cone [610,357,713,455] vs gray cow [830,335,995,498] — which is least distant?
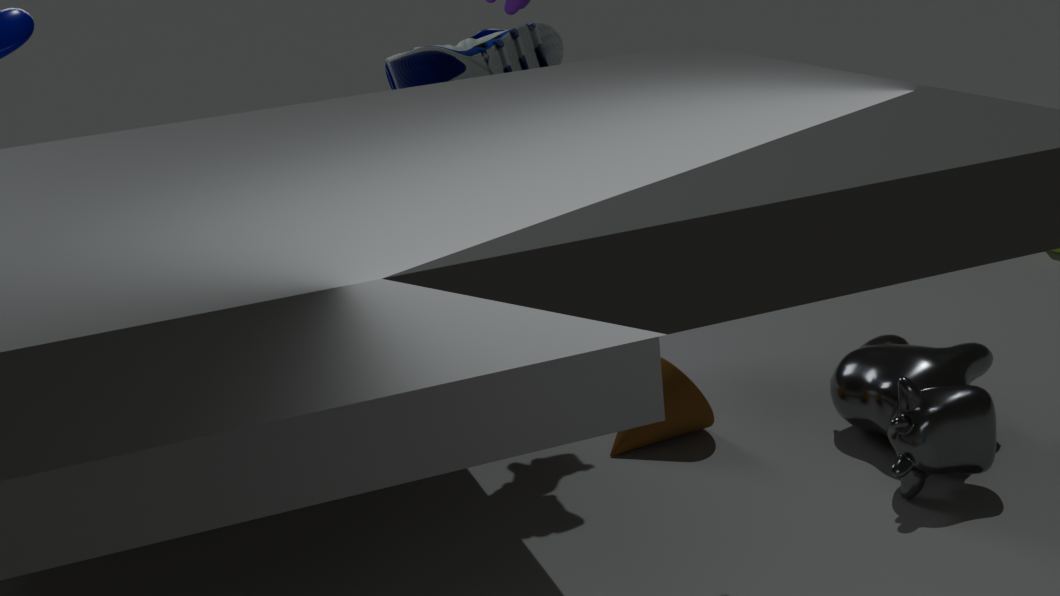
gray cow [830,335,995,498]
